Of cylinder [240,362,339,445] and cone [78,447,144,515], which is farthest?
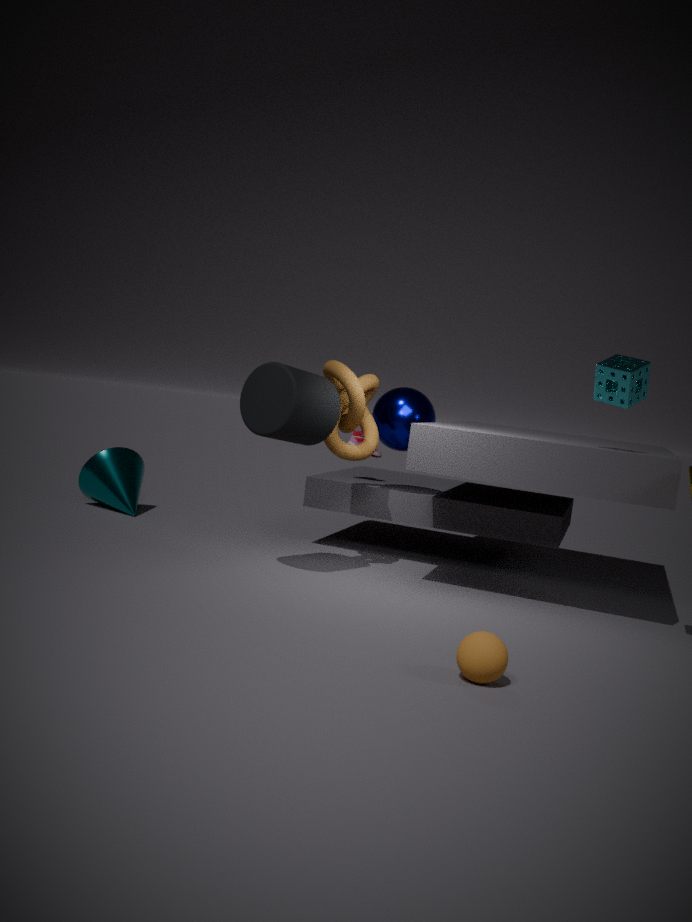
cone [78,447,144,515]
